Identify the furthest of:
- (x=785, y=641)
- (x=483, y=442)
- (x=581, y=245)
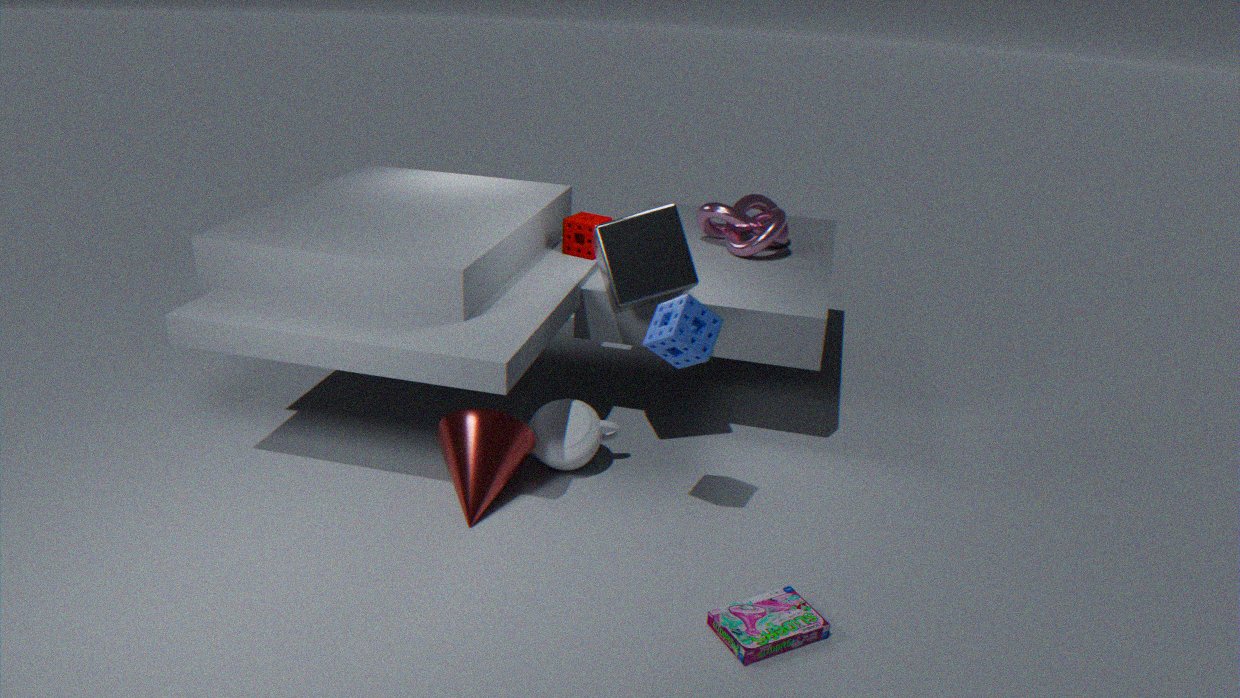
(x=581, y=245)
